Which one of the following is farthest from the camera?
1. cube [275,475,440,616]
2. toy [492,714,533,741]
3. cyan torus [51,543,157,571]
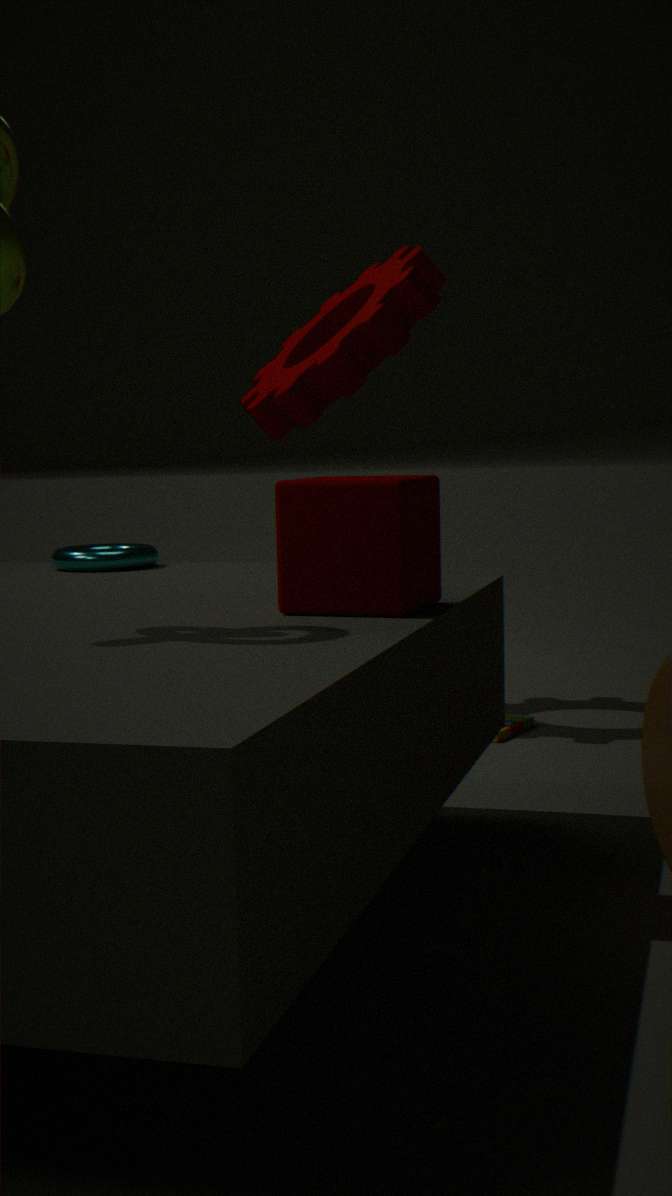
cyan torus [51,543,157,571]
